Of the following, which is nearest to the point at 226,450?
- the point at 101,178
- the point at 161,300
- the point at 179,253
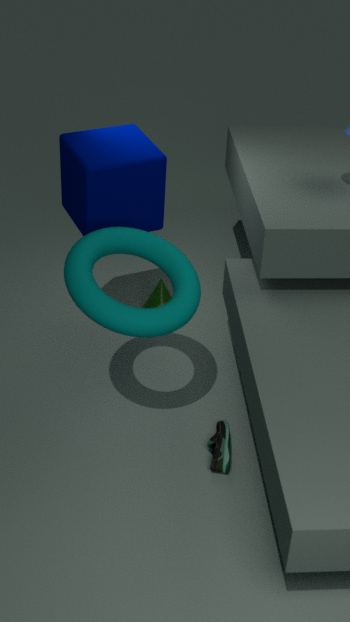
the point at 179,253
